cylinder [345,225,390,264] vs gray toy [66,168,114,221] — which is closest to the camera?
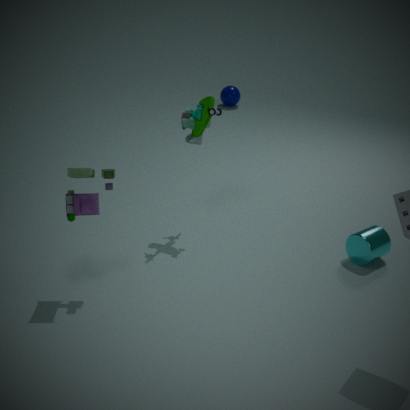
gray toy [66,168,114,221]
